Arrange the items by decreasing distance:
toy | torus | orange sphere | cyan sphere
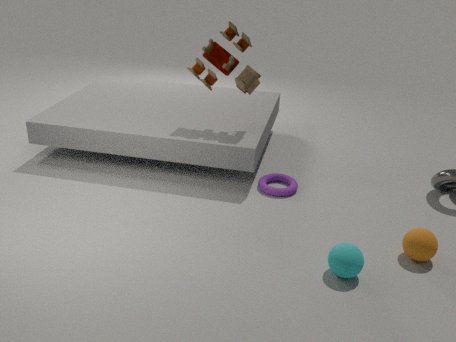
torus < toy < orange sphere < cyan sphere
